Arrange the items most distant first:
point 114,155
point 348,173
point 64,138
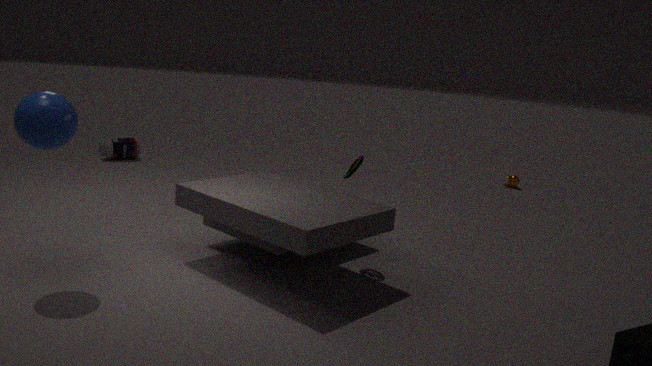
point 114,155, point 348,173, point 64,138
